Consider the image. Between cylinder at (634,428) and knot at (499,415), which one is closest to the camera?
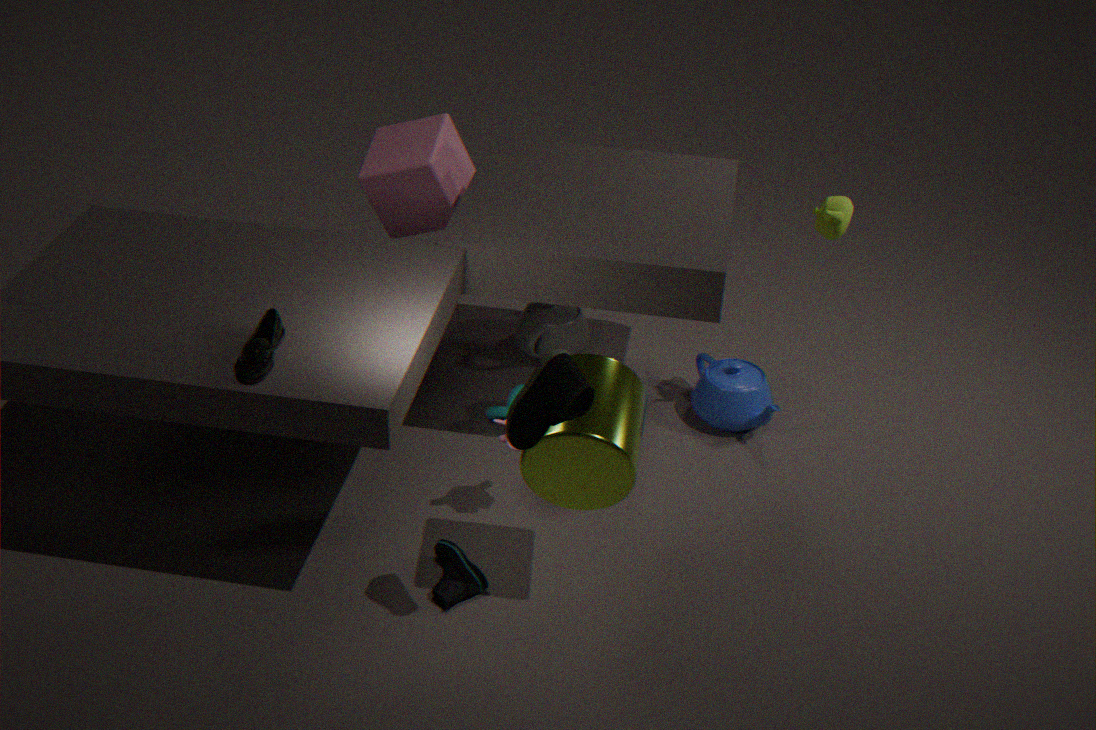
cylinder at (634,428)
